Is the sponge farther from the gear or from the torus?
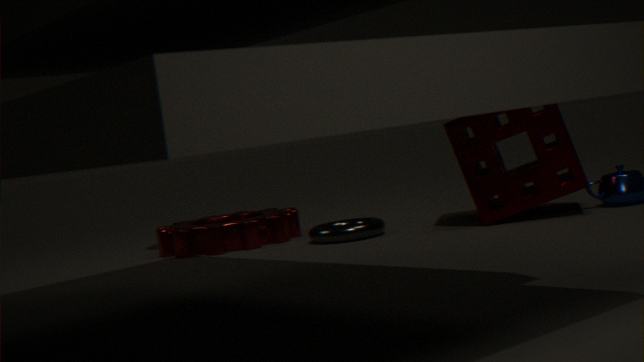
the gear
